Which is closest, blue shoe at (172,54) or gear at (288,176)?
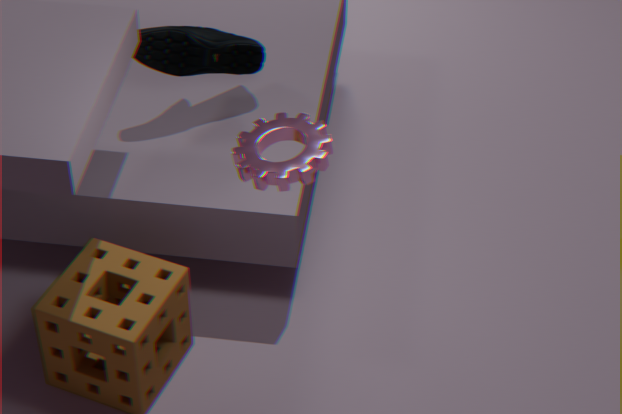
gear at (288,176)
